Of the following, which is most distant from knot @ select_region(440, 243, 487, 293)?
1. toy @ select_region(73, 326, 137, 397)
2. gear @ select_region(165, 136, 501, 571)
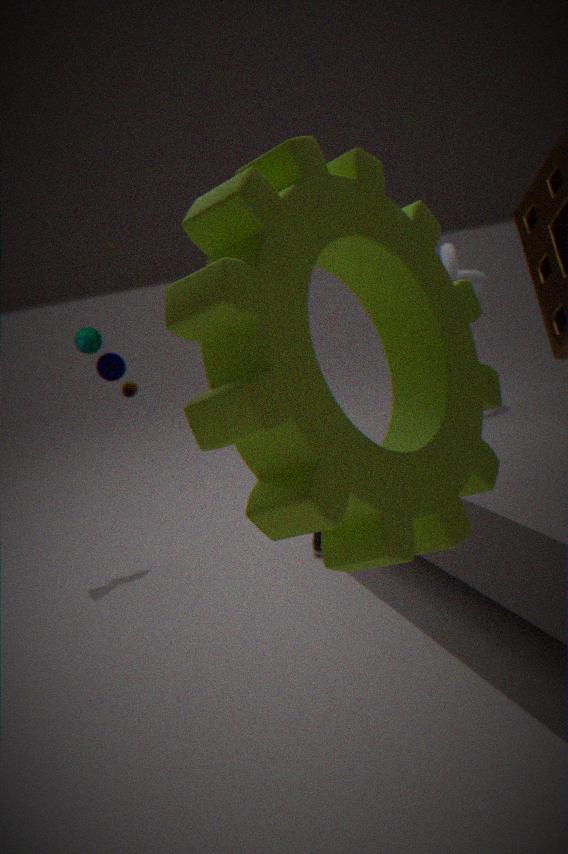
gear @ select_region(165, 136, 501, 571)
